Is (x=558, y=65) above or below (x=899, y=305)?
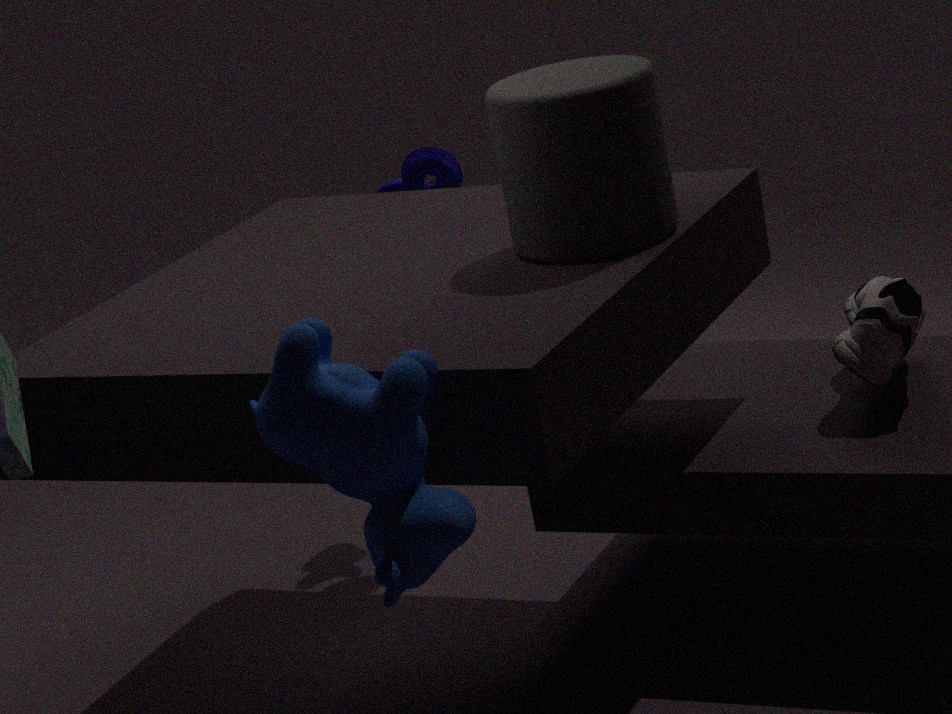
above
